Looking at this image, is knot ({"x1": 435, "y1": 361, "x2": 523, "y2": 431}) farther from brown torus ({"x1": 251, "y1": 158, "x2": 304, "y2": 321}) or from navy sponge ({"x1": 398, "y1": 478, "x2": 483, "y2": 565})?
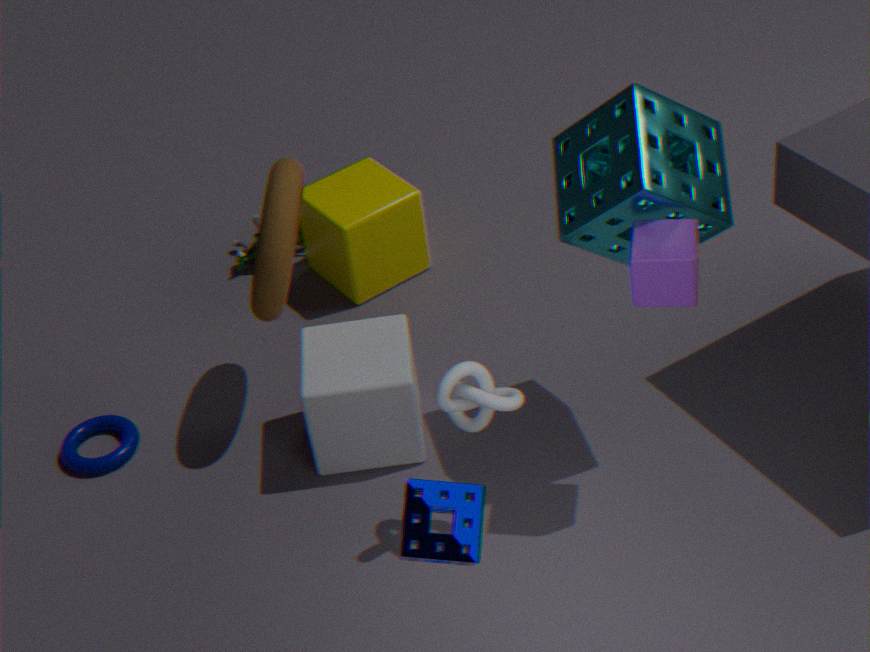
brown torus ({"x1": 251, "y1": 158, "x2": 304, "y2": 321})
